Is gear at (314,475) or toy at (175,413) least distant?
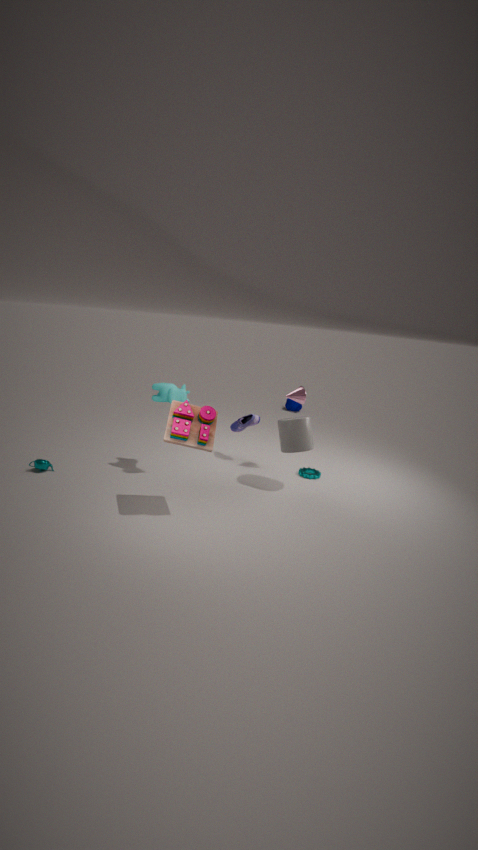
toy at (175,413)
